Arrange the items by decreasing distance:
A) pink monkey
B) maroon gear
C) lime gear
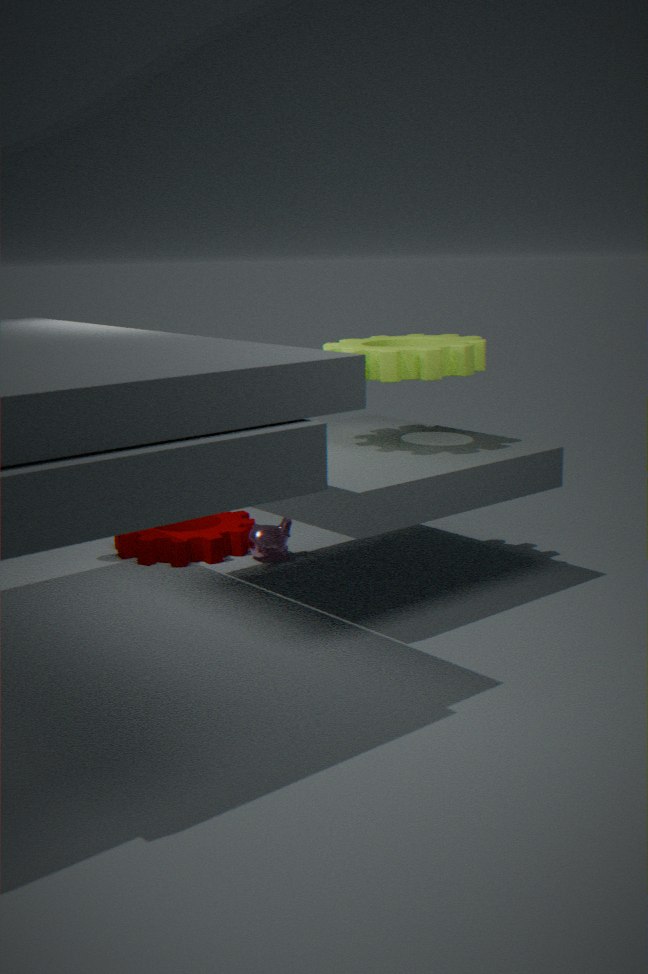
pink monkey < maroon gear < lime gear
